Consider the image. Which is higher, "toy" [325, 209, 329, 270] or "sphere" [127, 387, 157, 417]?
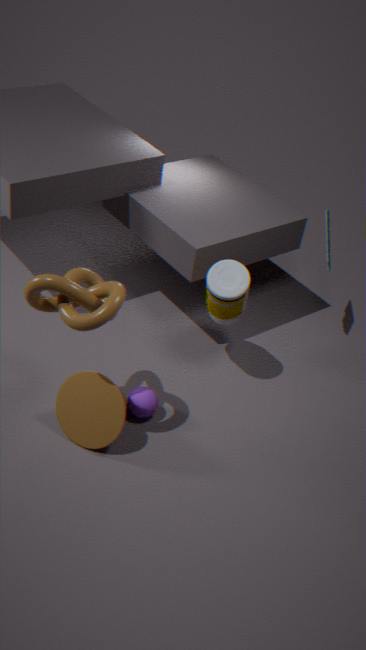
"toy" [325, 209, 329, 270]
